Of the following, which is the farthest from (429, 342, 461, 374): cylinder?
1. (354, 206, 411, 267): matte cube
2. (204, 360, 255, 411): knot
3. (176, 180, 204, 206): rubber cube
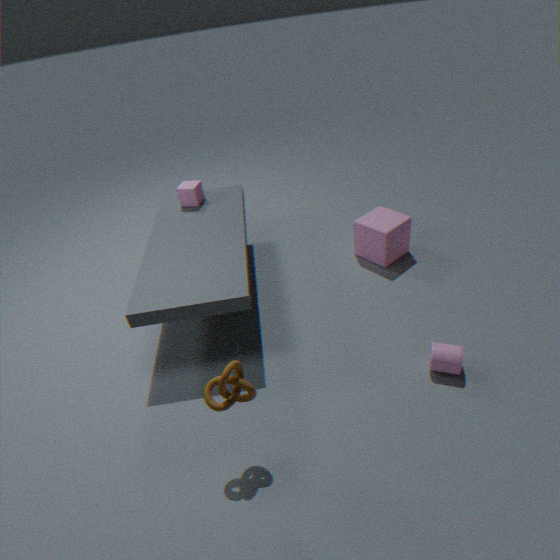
(176, 180, 204, 206): rubber cube
